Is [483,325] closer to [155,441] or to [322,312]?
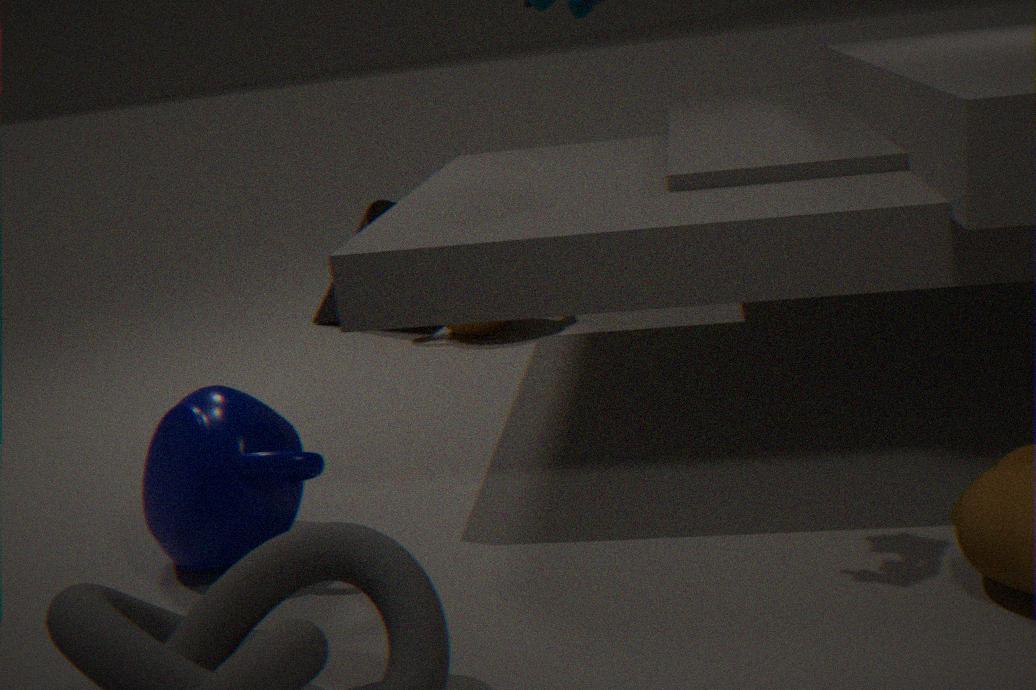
[322,312]
